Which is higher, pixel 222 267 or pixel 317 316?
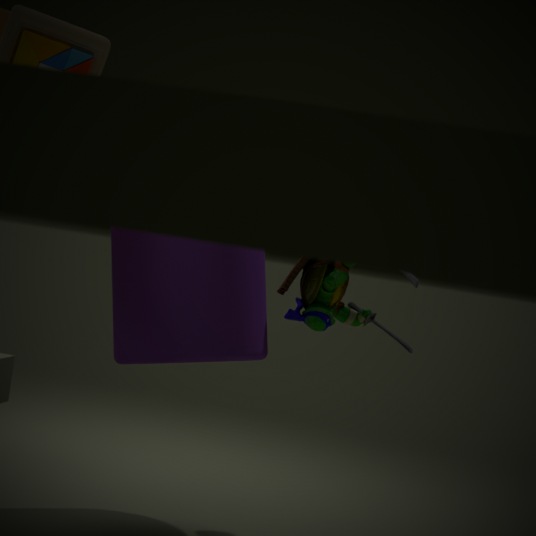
pixel 317 316
